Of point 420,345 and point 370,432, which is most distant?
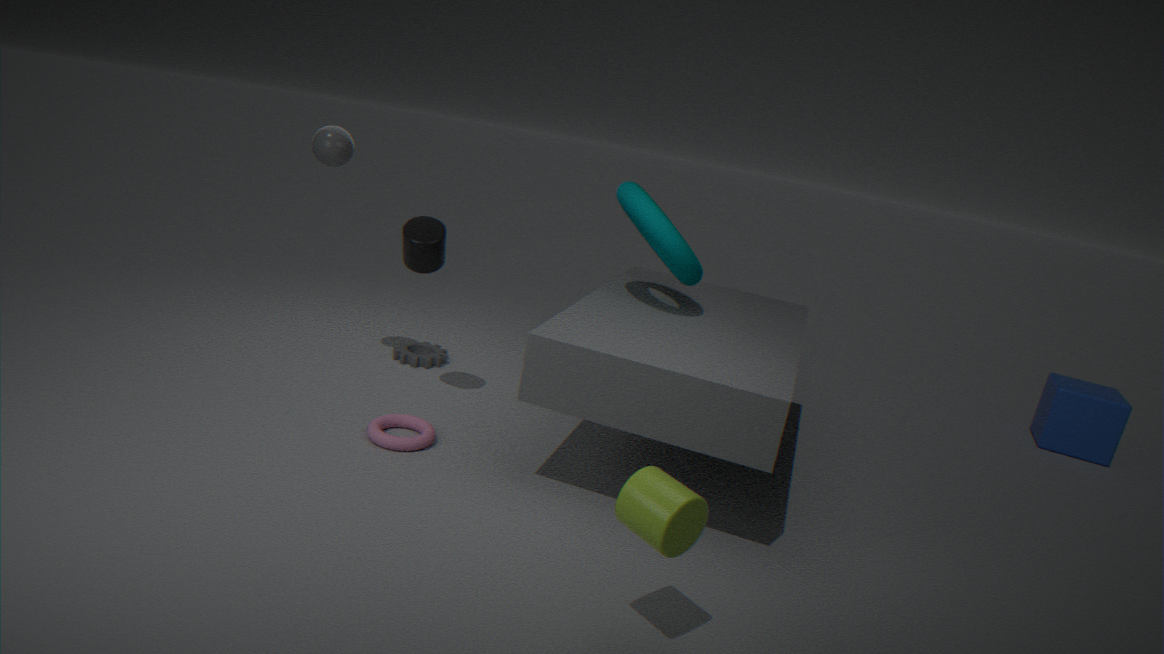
point 420,345
